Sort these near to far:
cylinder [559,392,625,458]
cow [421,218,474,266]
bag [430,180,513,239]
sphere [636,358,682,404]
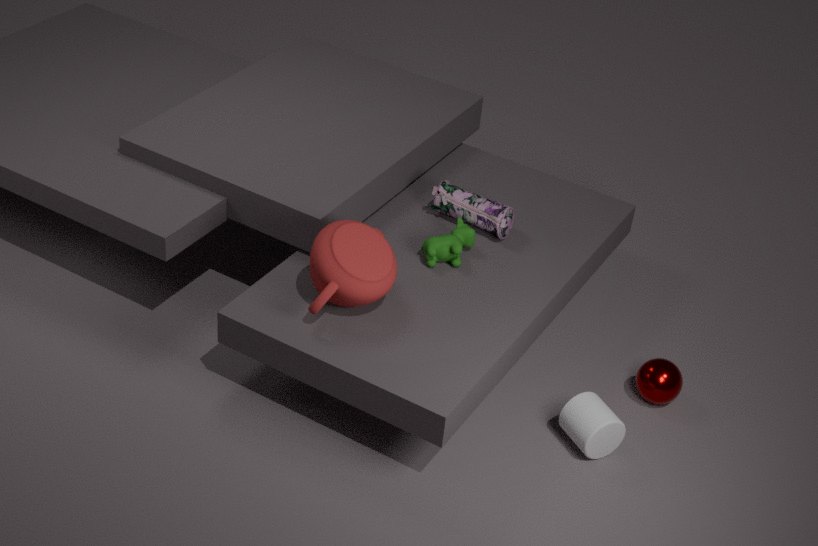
A: cylinder [559,392,625,458], sphere [636,358,682,404], cow [421,218,474,266], bag [430,180,513,239]
